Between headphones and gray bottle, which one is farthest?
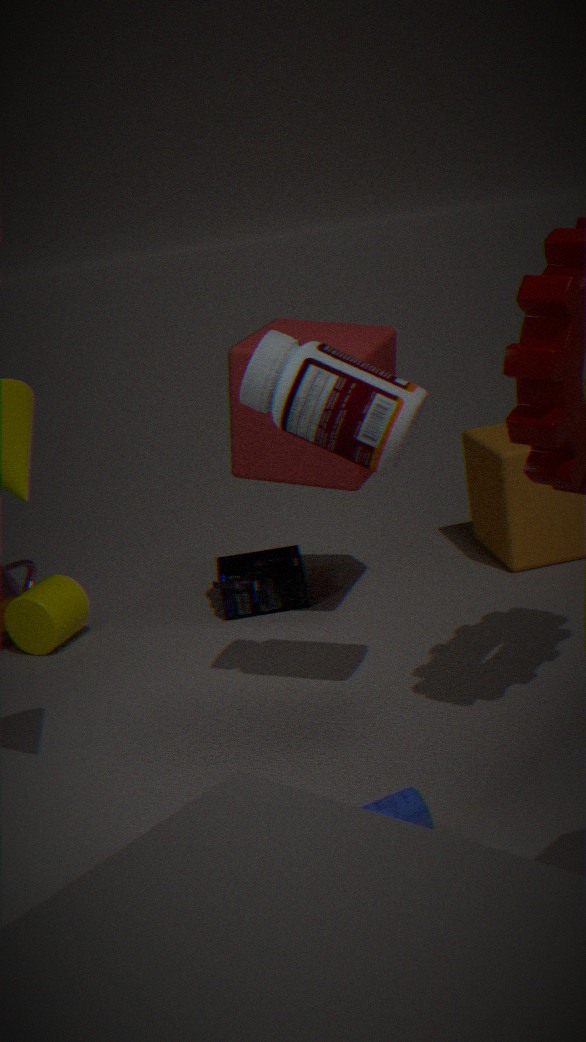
headphones
